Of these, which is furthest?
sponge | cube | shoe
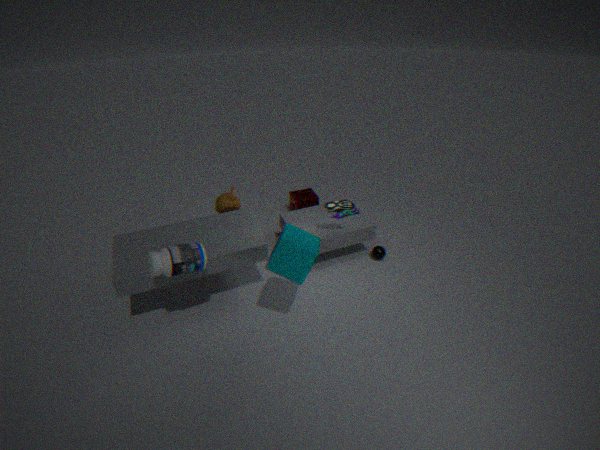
sponge
